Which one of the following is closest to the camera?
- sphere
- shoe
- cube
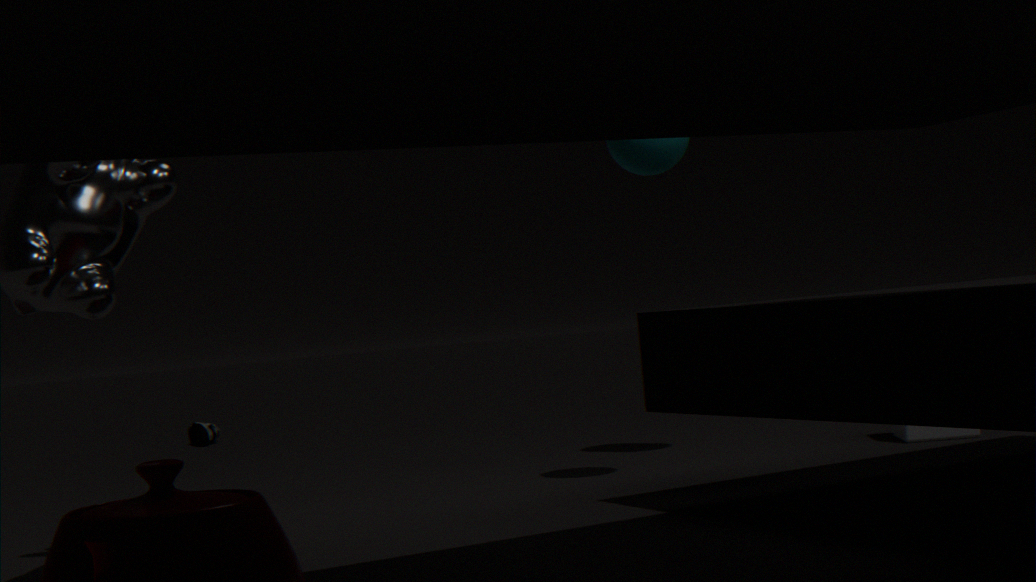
sphere
